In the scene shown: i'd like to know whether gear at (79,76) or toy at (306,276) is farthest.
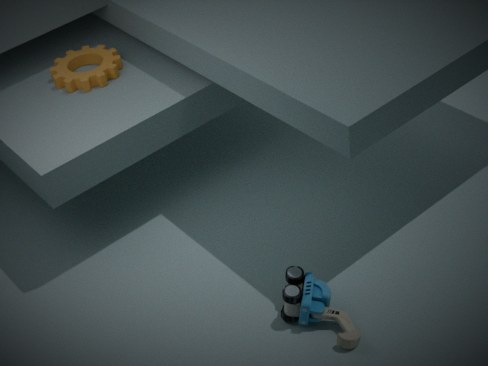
gear at (79,76)
